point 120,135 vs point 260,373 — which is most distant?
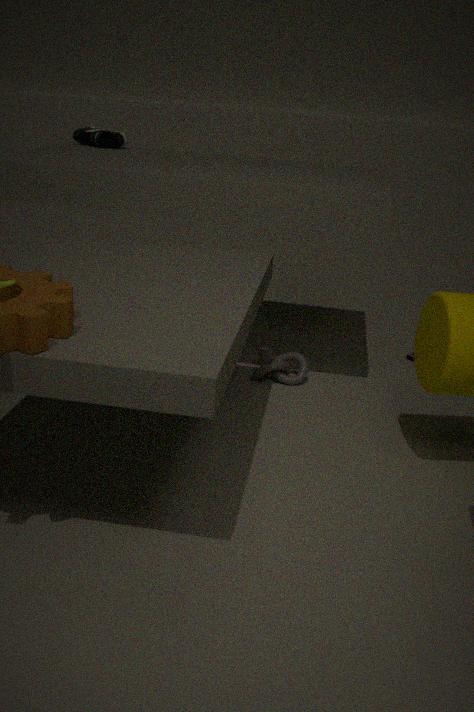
point 120,135
